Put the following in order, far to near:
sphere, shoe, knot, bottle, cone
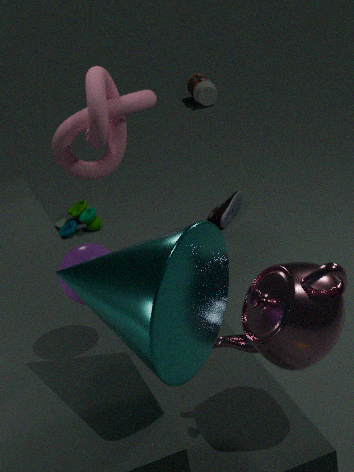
bottle
shoe
knot
sphere
cone
